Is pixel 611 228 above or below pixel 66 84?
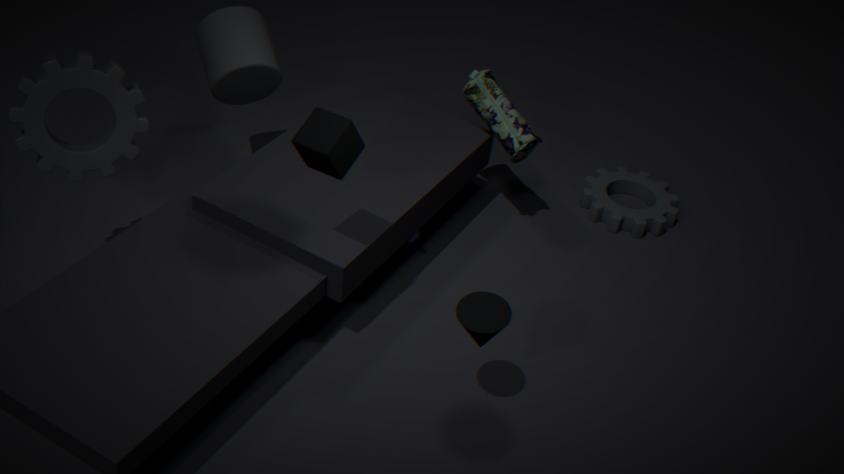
below
